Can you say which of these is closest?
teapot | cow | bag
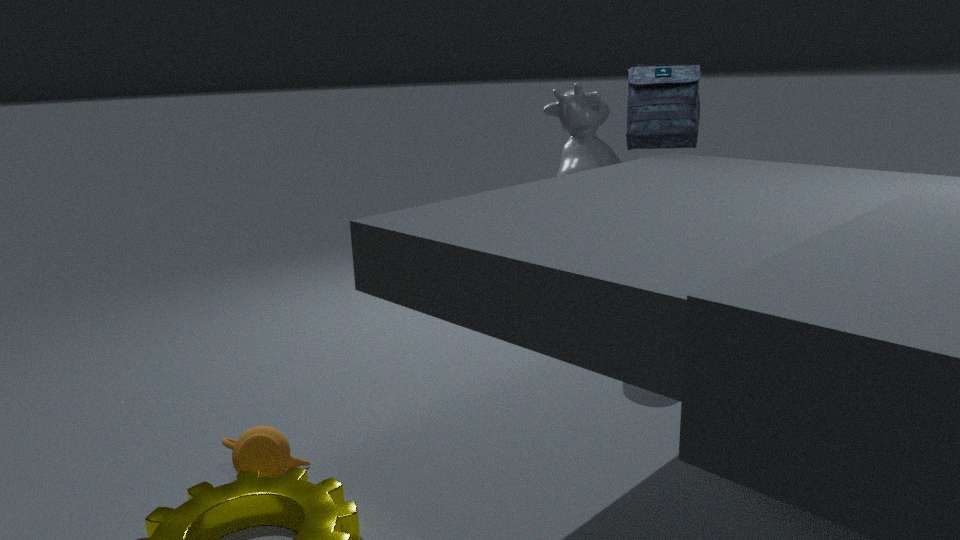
teapot
